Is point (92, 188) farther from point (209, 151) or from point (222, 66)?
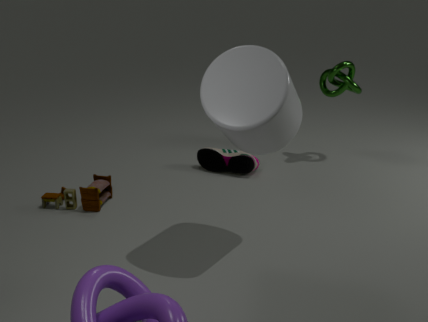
point (222, 66)
